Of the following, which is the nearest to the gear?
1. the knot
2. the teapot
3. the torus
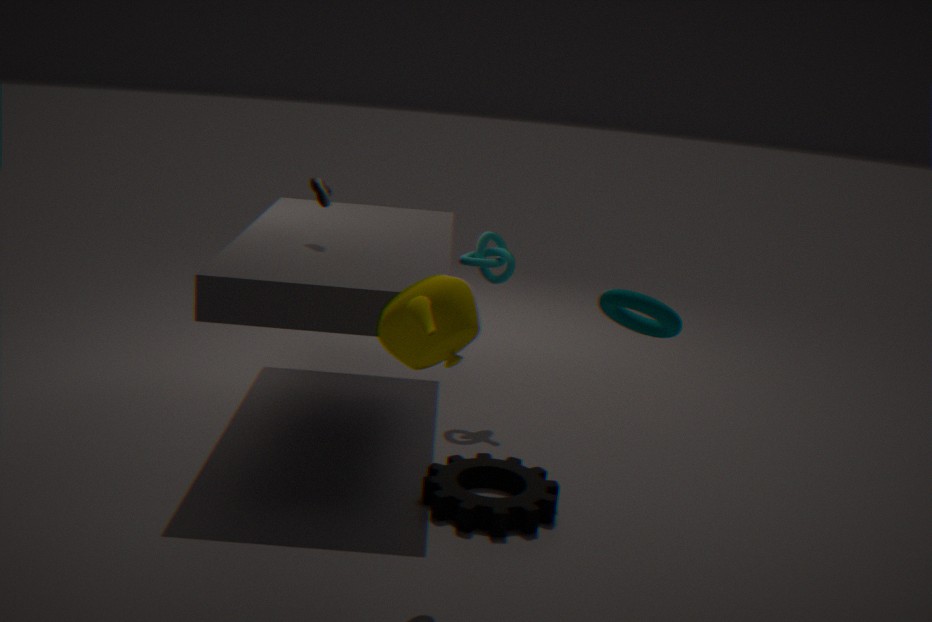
the teapot
